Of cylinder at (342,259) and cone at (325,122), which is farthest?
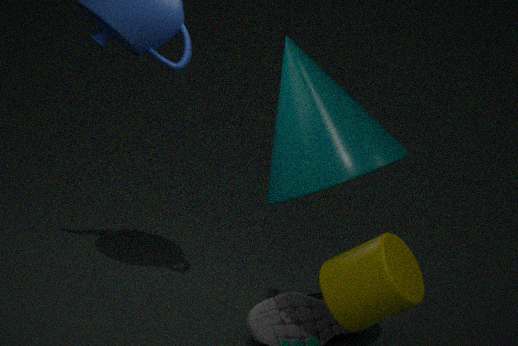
cone at (325,122)
